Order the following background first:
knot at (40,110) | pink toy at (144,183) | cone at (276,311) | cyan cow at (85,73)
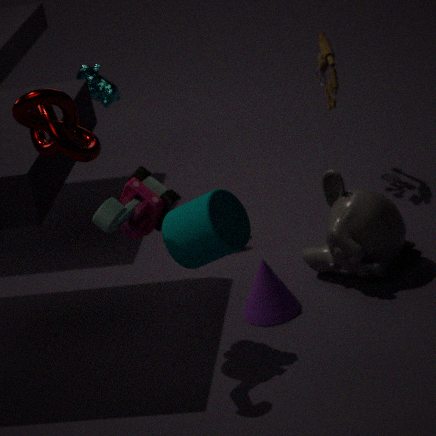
cyan cow at (85,73) → cone at (276,311) → pink toy at (144,183) → knot at (40,110)
